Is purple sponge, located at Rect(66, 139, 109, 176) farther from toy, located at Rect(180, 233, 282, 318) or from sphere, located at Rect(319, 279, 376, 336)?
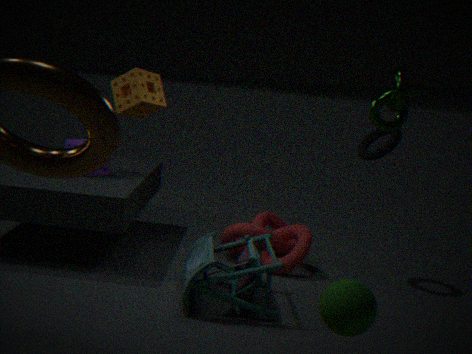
sphere, located at Rect(319, 279, 376, 336)
